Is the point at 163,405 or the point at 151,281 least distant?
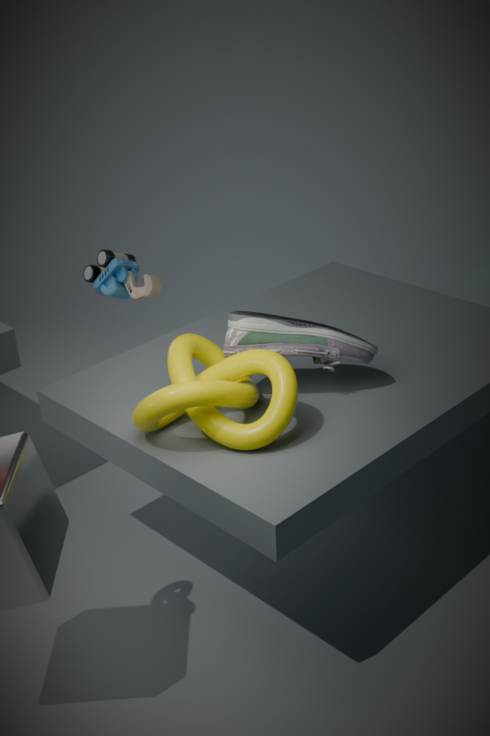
the point at 163,405
